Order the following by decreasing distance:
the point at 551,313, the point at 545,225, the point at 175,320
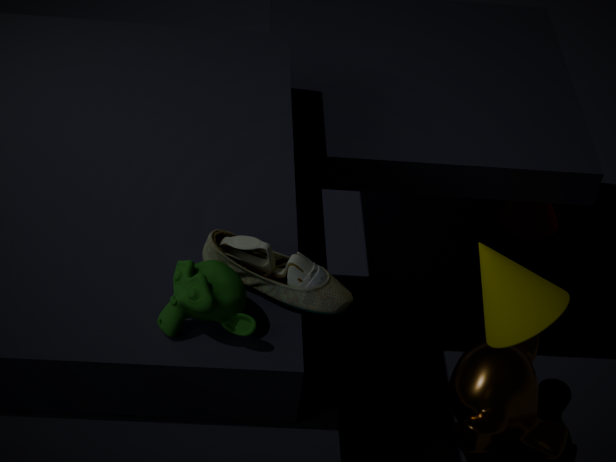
the point at 545,225
the point at 551,313
the point at 175,320
